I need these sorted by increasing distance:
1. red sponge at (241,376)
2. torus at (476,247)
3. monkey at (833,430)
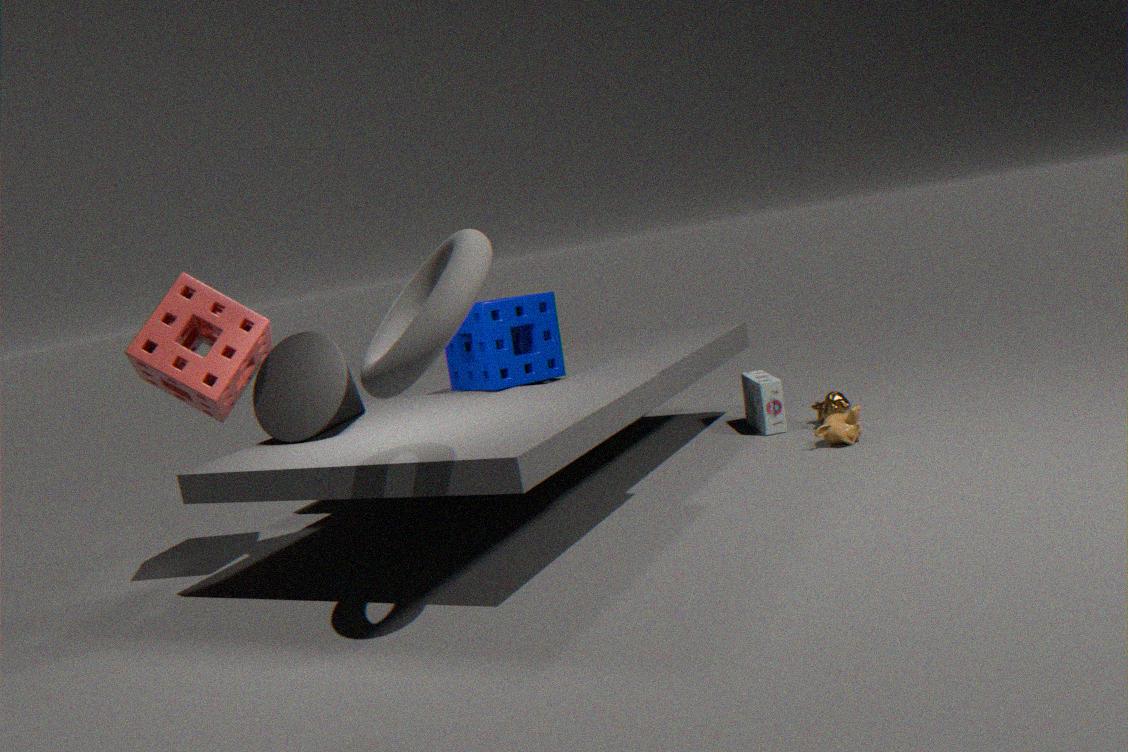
torus at (476,247) → red sponge at (241,376) → monkey at (833,430)
